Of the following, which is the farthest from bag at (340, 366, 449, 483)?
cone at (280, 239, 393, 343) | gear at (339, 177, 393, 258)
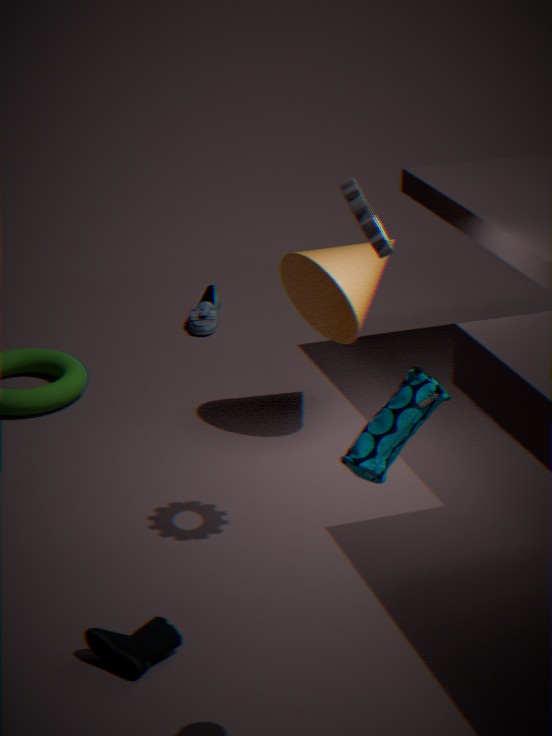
cone at (280, 239, 393, 343)
